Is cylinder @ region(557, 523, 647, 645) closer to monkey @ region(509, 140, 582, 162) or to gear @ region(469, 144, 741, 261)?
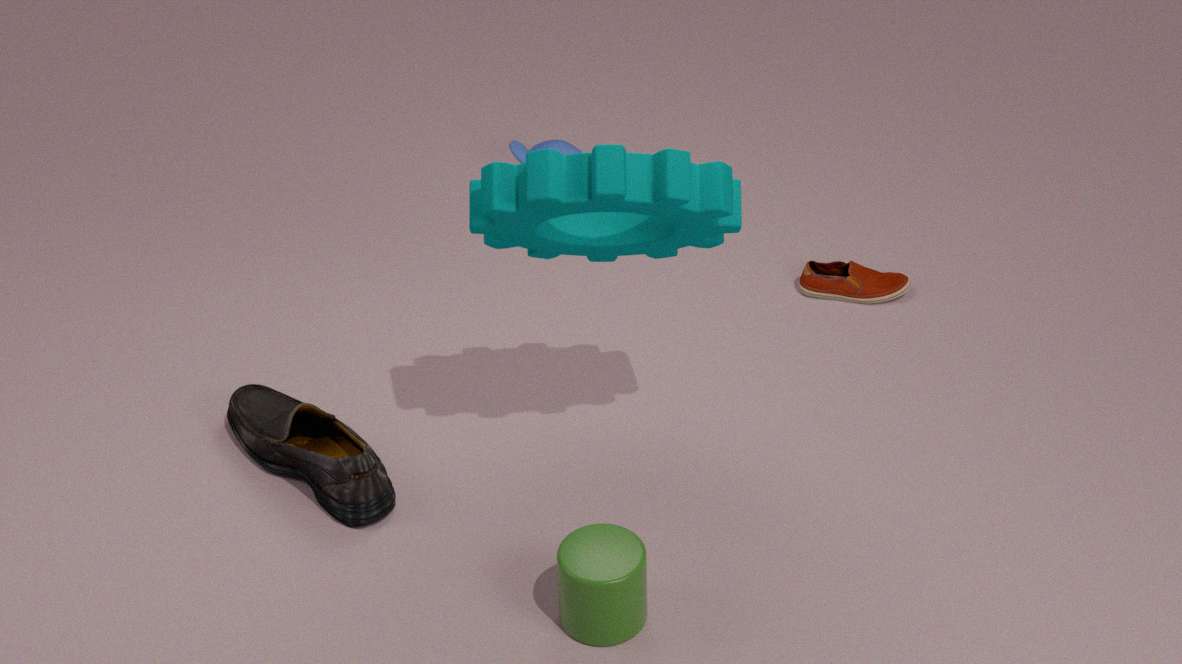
gear @ region(469, 144, 741, 261)
